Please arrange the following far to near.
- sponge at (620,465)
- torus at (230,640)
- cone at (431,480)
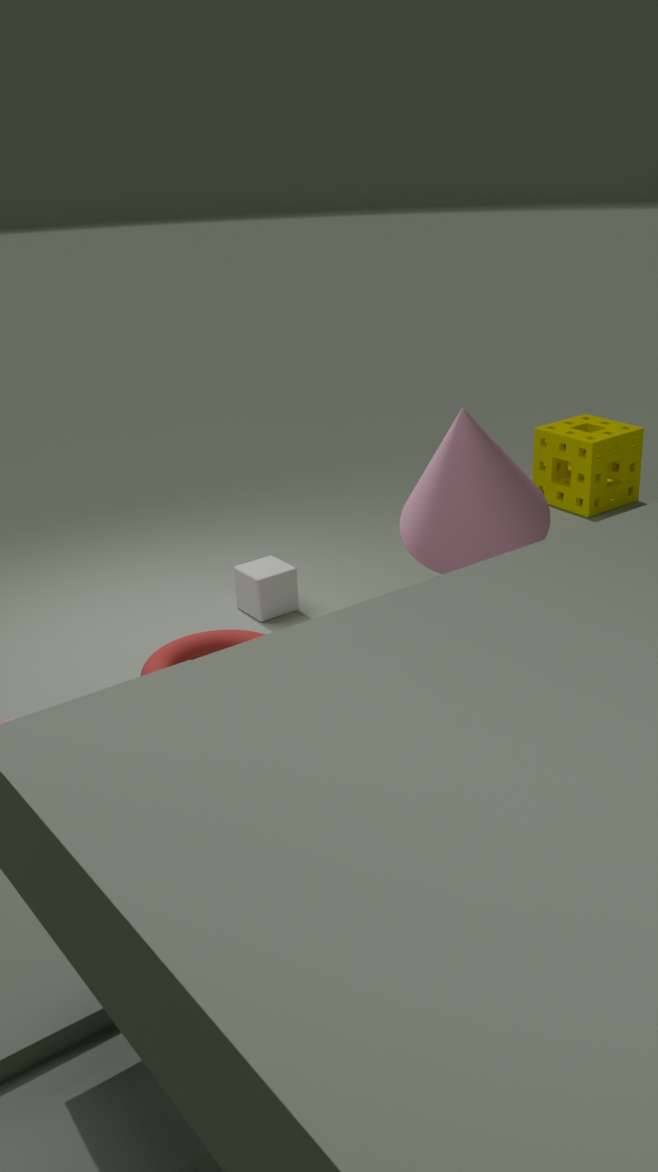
sponge at (620,465), torus at (230,640), cone at (431,480)
